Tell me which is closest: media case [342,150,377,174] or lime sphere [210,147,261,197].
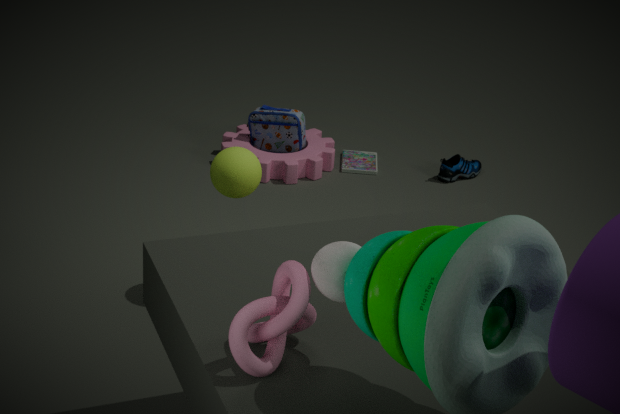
lime sphere [210,147,261,197]
